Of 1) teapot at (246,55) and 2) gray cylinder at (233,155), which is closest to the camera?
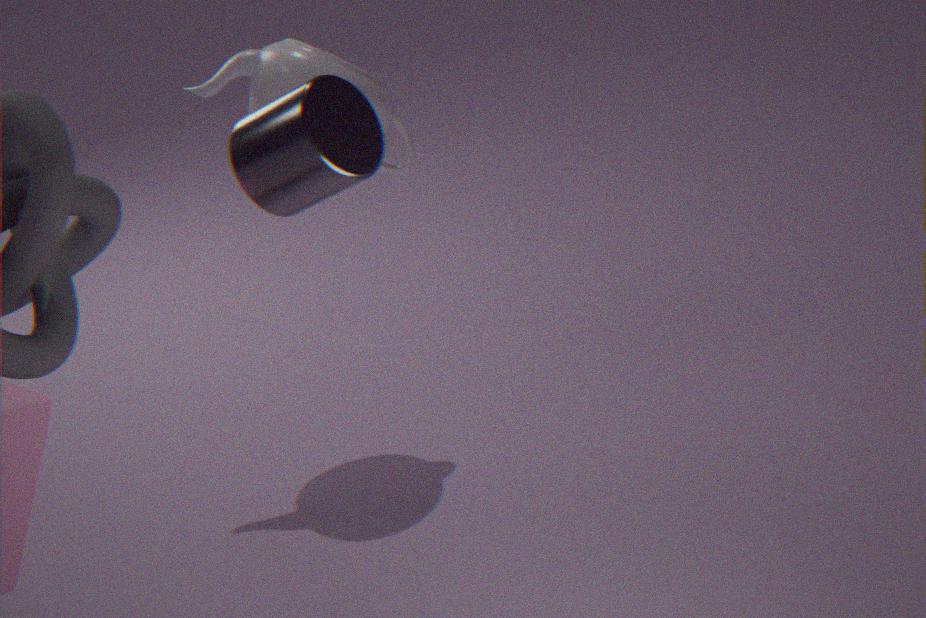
2. gray cylinder at (233,155)
